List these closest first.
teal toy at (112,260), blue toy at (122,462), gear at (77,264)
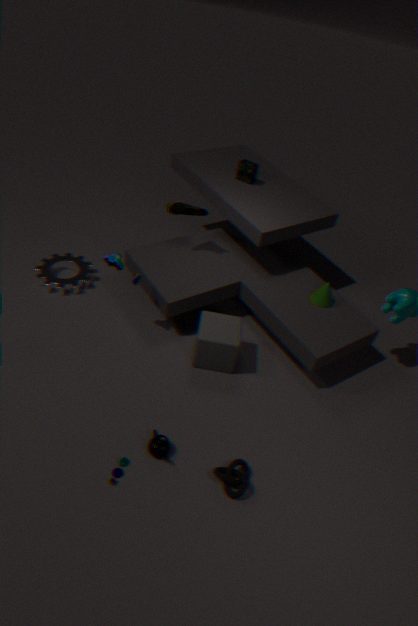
blue toy at (122,462) < teal toy at (112,260) < gear at (77,264)
